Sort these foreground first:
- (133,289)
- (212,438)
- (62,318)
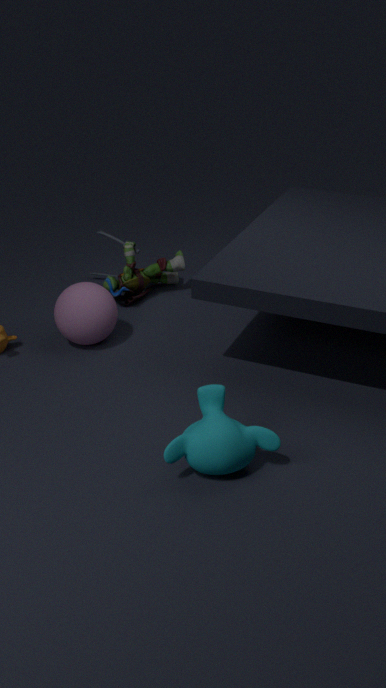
(212,438), (62,318), (133,289)
